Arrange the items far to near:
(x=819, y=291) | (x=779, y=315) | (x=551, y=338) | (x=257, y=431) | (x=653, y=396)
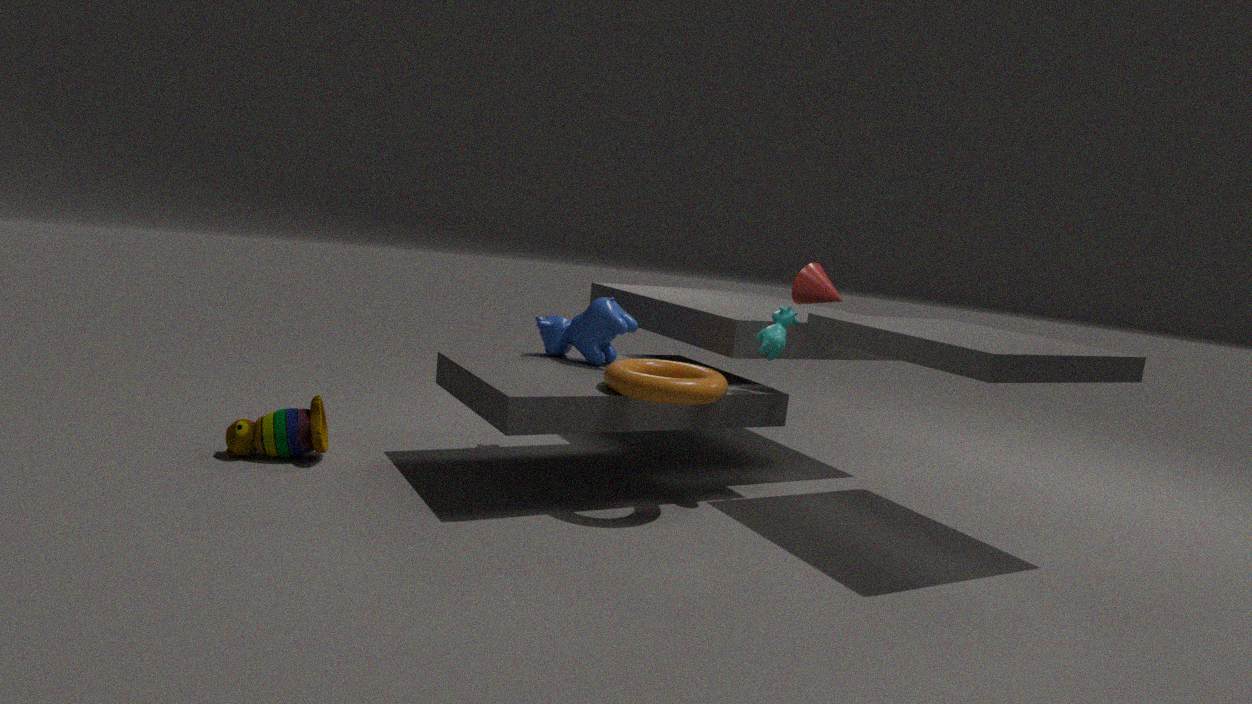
1. (x=551, y=338)
2. (x=819, y=291)
3. (x=779, y=315)
4. (x=257, y=431)
5. (x=653, y=396)
